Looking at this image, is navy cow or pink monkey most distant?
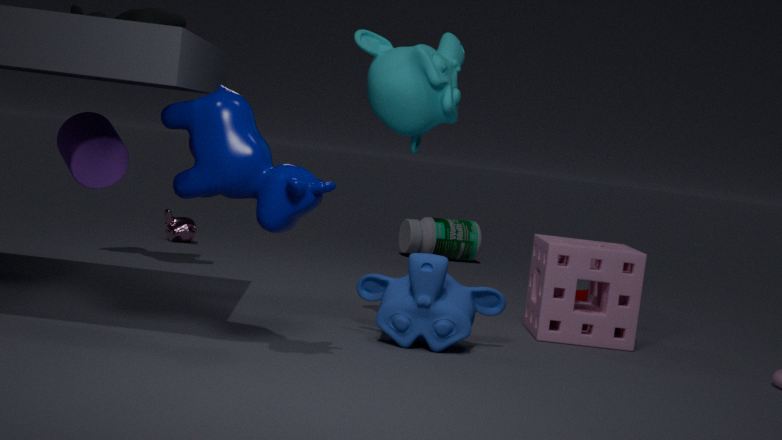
pink monkey
